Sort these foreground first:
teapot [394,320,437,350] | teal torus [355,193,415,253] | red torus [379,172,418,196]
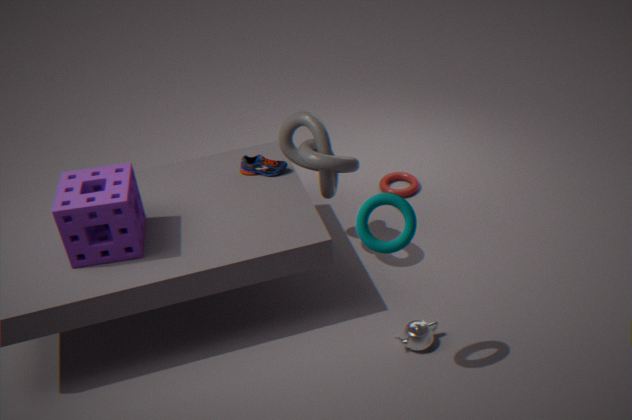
teal torus [355,193,415,253]
teapot [394,320,437,350]
red torus [379,172,418,196]
